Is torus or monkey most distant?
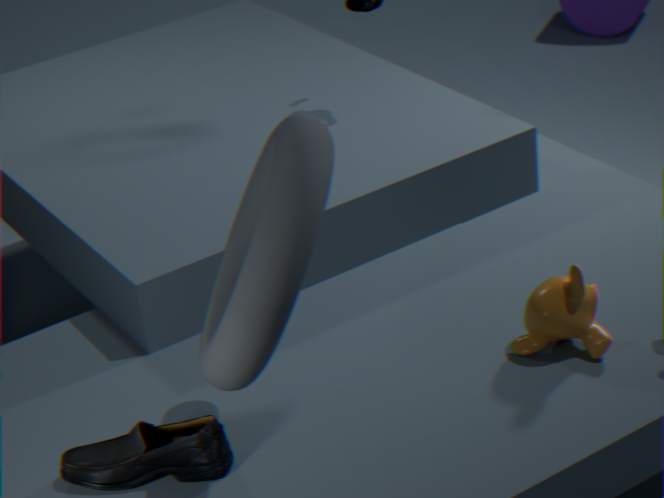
monkey
